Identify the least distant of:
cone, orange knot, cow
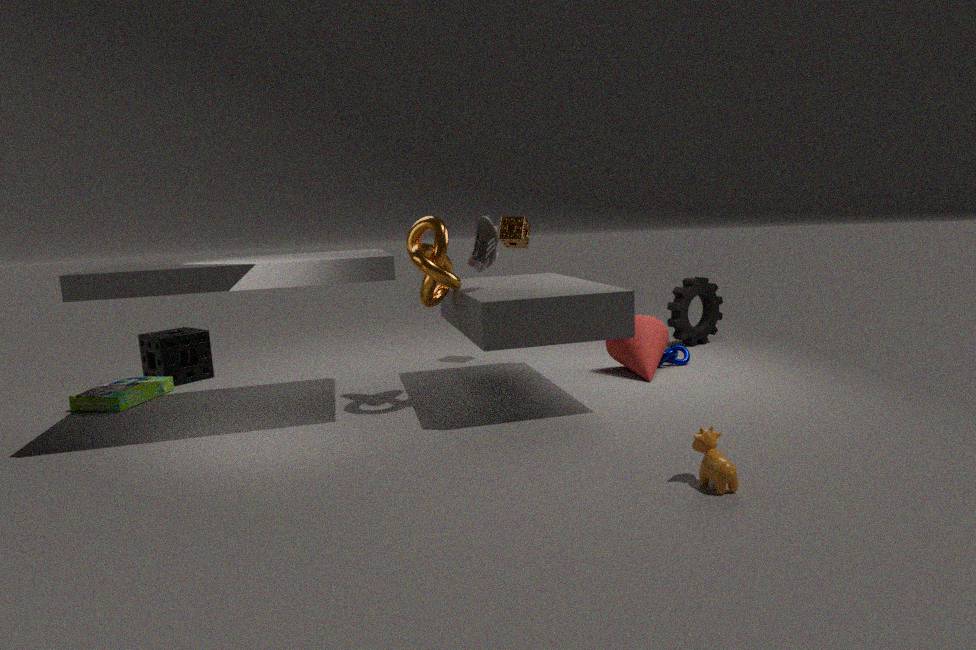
cow
